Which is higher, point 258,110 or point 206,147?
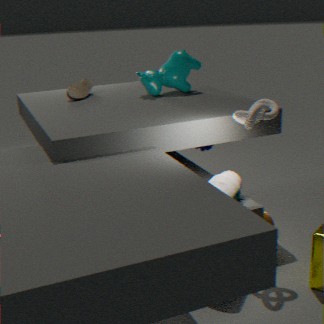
point 258,110
